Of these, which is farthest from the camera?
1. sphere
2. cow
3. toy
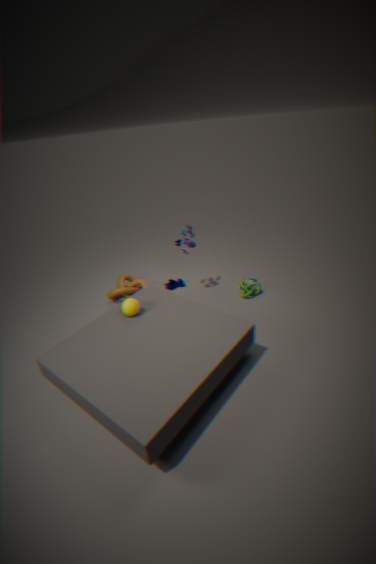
cow
